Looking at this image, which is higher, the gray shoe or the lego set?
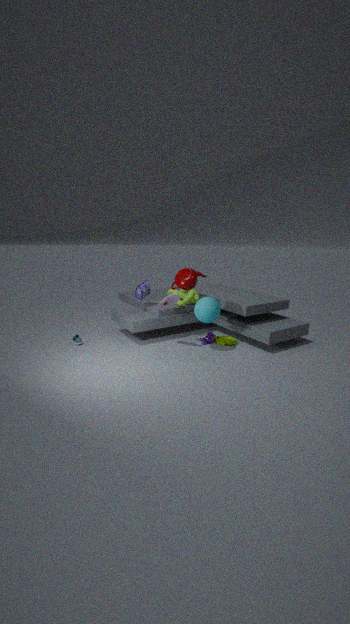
the gray shoe
